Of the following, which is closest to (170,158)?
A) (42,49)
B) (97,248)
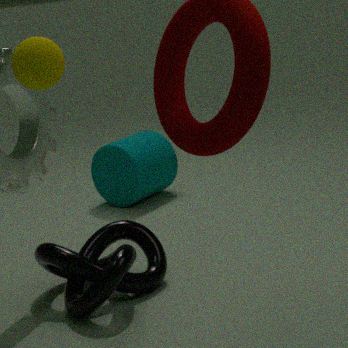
(97,248)
